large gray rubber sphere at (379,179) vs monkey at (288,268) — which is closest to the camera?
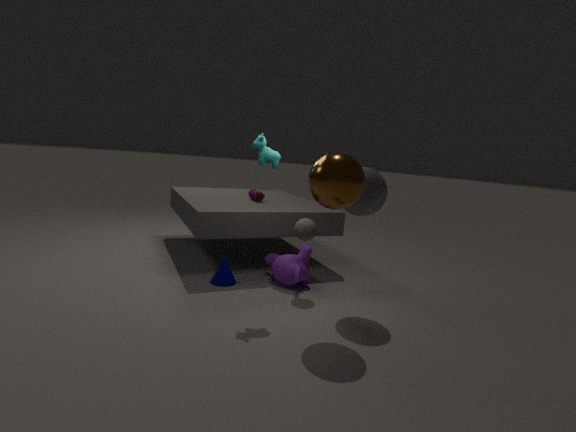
large gray rubber sphere at (379,179)
